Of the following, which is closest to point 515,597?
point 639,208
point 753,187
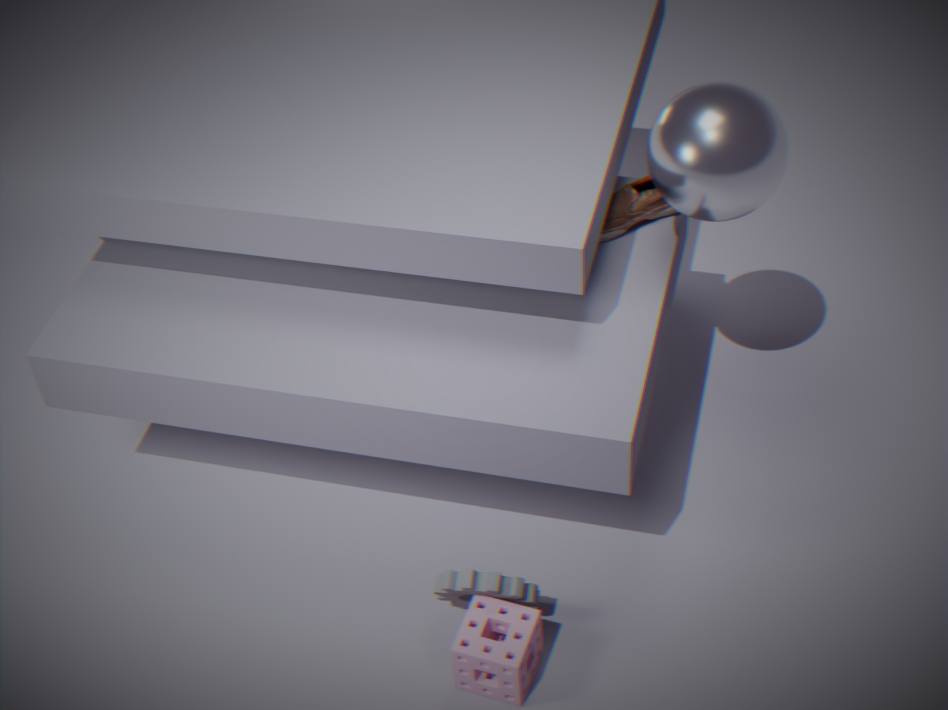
point 639,208
